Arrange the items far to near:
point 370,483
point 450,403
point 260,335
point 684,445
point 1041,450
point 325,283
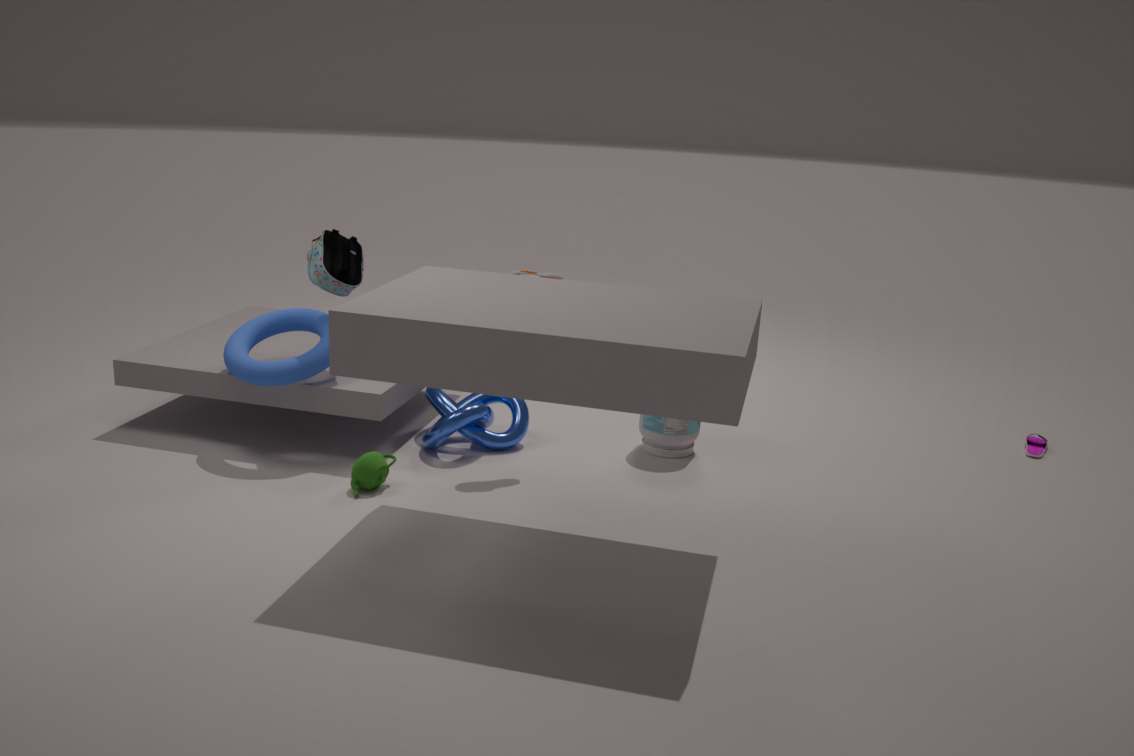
point 1041,450, point 684,445, point 450,403, point 260,335, point 325,283, point 370,483
